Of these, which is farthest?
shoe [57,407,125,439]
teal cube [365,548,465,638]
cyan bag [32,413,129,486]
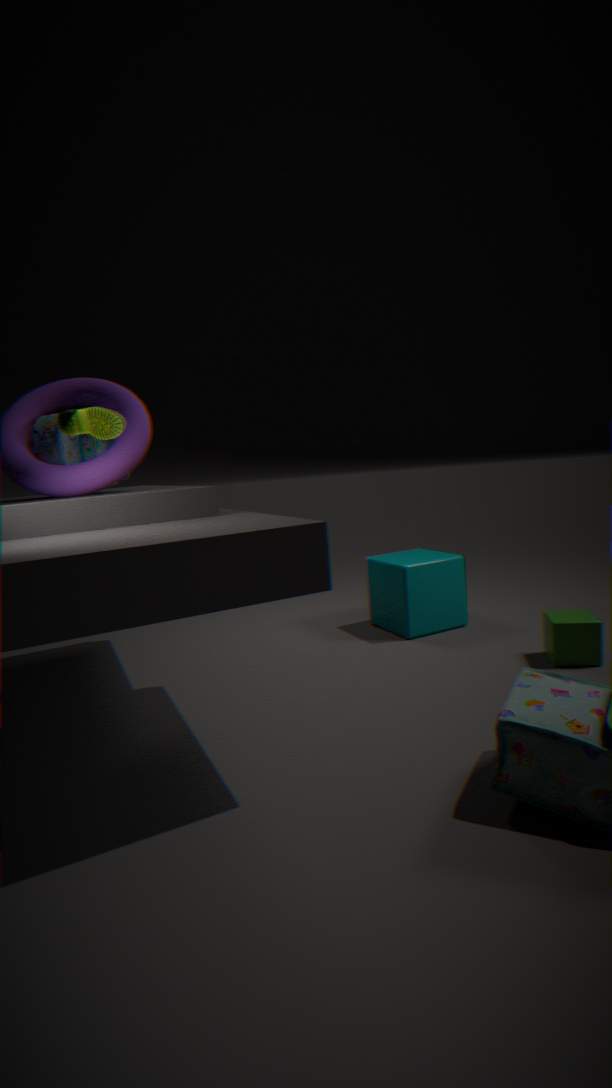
teal cube [365,548,465,638]
